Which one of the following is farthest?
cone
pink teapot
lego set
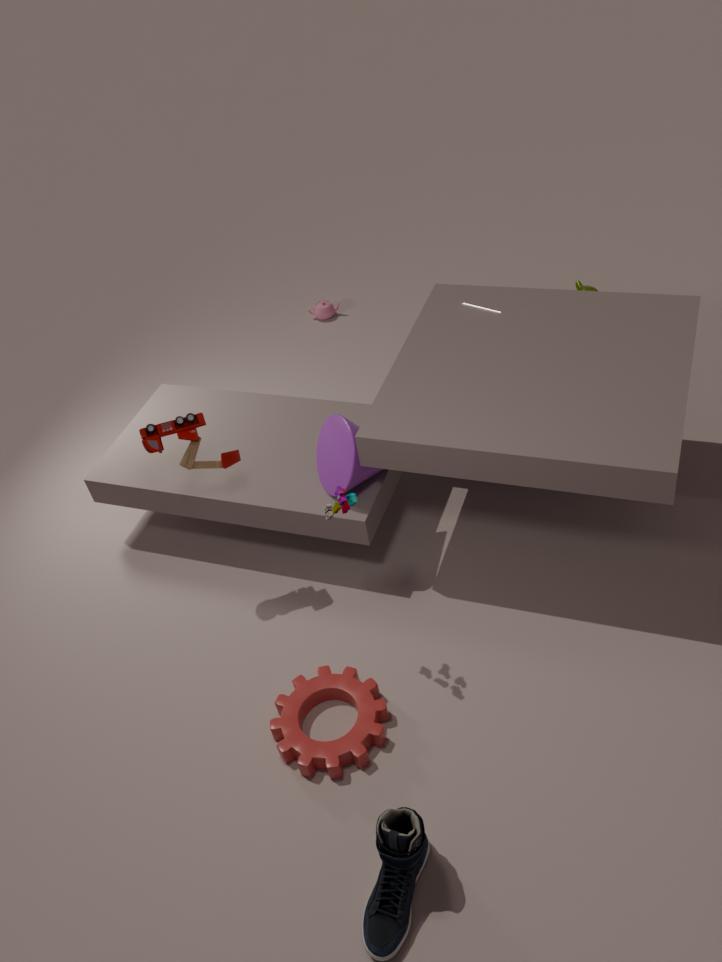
pink teapot
